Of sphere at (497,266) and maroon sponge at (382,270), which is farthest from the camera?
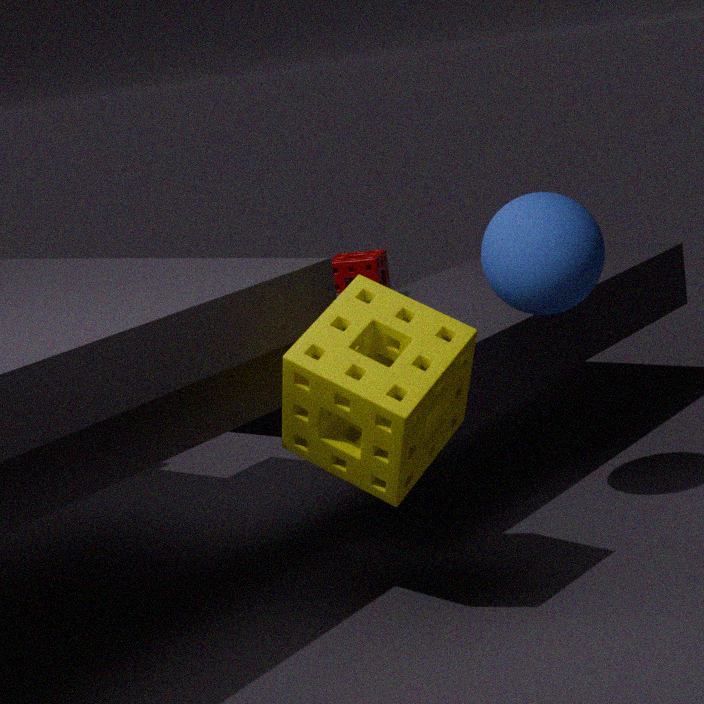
maroon sponge at (382,270)
